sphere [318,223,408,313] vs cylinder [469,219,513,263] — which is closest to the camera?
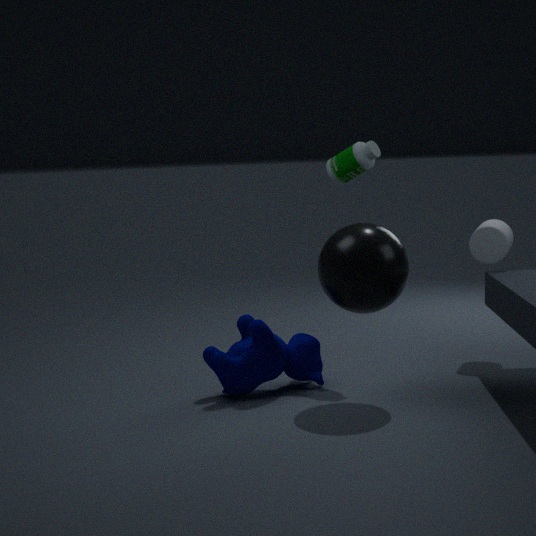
sphere [318,223,408,313]
